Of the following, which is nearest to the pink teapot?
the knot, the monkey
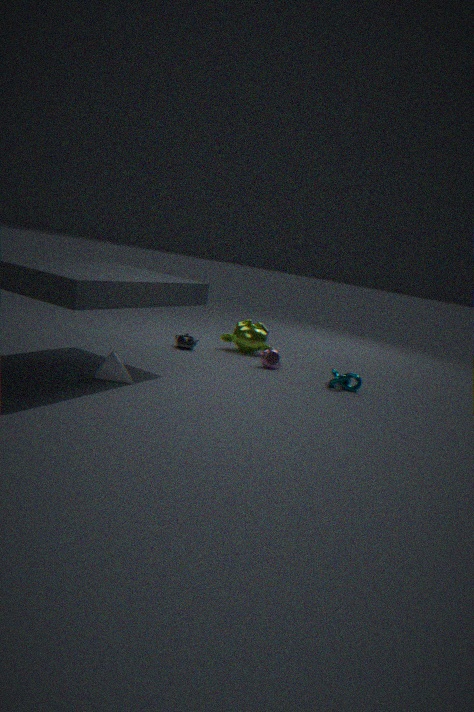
the monkey
